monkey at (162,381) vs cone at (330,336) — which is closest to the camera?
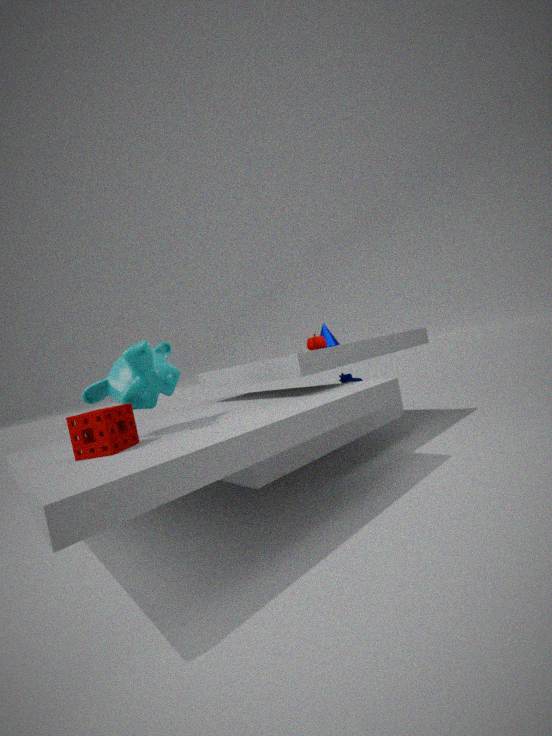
monkey at (162,381)
